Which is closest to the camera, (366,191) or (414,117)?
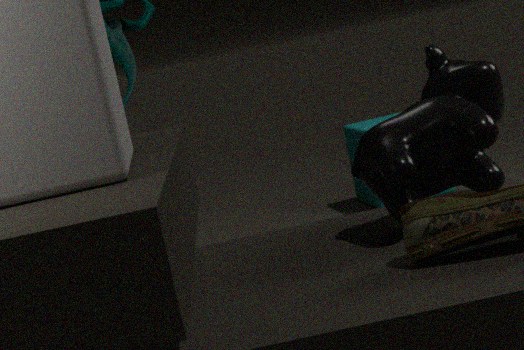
(414,117)
